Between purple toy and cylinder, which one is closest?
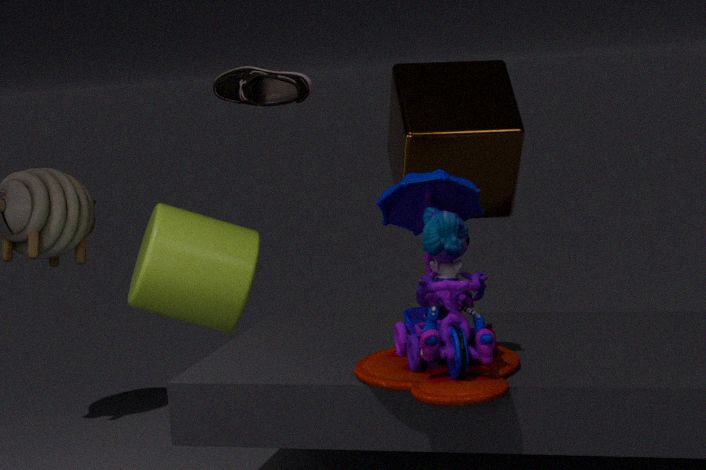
purple toy
